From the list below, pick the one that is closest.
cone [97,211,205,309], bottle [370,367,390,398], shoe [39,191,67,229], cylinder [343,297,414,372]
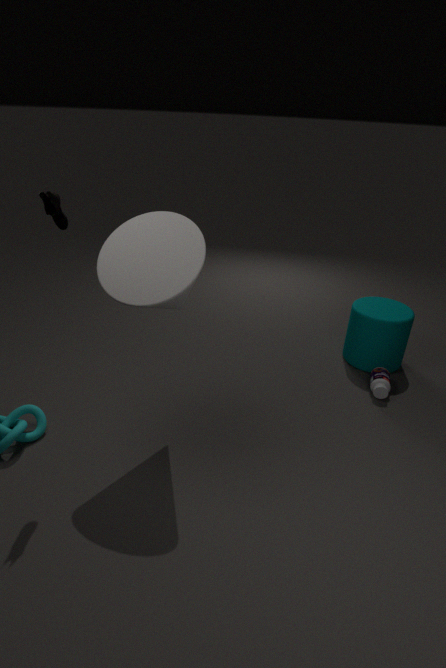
shoe [39,191,67,229]
